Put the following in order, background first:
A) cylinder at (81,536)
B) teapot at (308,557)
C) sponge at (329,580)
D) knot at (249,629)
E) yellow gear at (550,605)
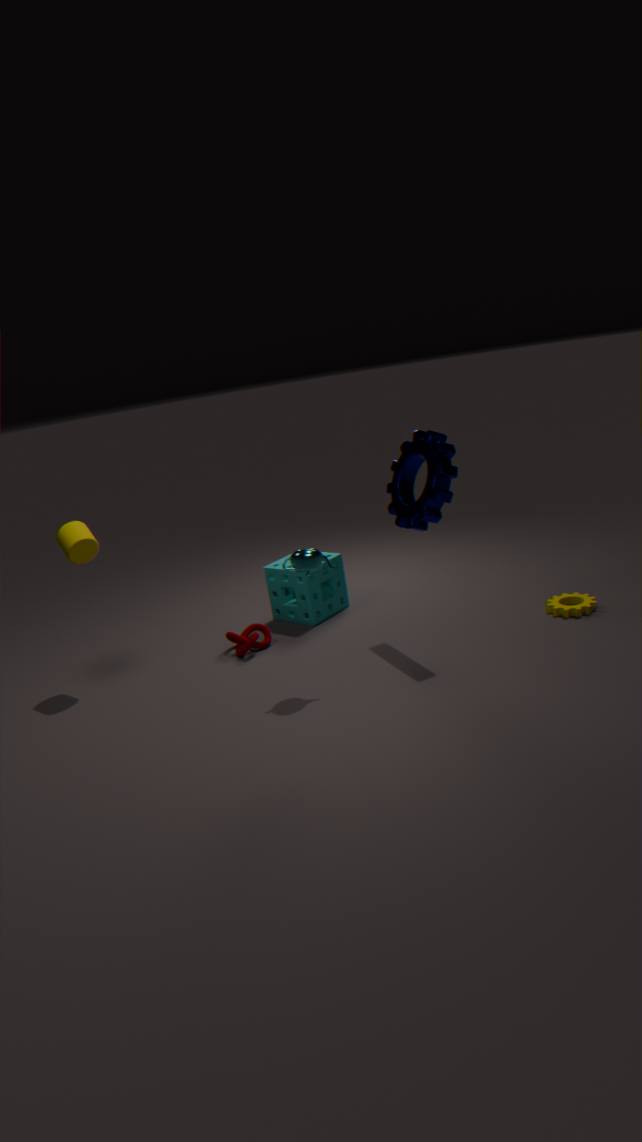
sponge at (329,580) → knot at (249,629) → yellow gear at (550,605) → cylinder at (81,536) → teapot at (308,557)
